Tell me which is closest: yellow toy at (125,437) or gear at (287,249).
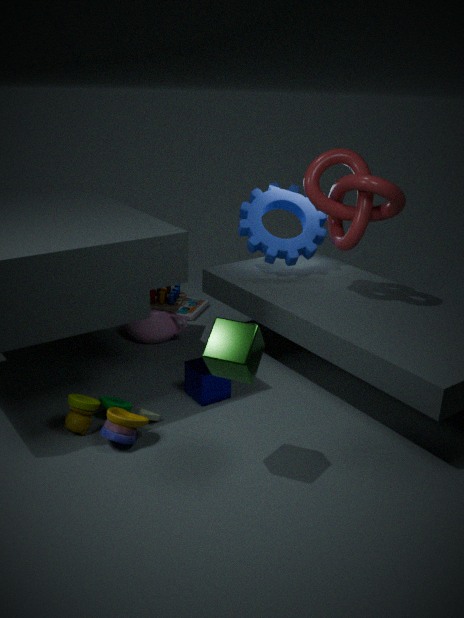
yellow toy at (125,437)
